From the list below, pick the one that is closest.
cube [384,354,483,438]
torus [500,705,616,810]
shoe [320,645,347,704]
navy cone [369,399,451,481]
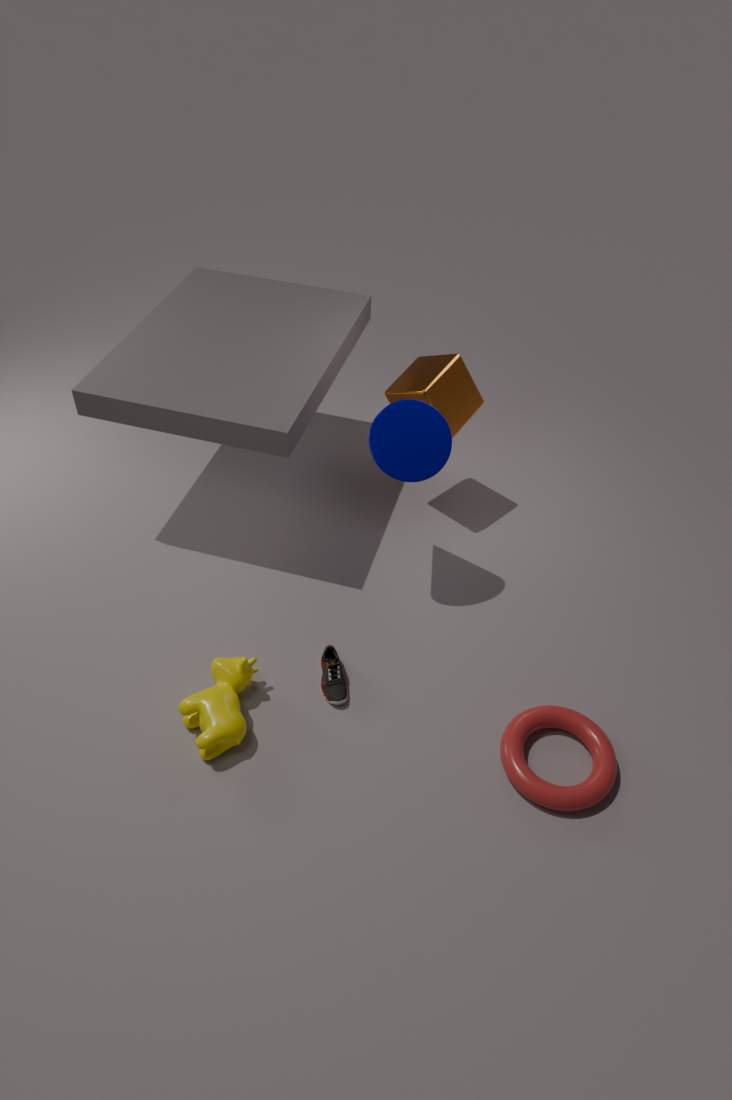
torus [500,705,616,810]
